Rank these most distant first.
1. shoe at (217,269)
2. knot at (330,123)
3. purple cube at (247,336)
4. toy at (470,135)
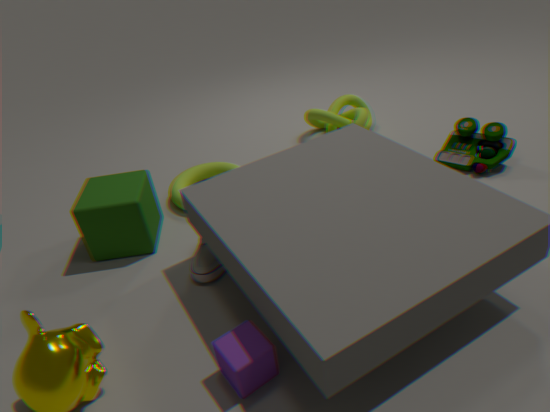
knot at (330,123), toy at (470,135), shoe at (217,269), purple cube at (247,336)
